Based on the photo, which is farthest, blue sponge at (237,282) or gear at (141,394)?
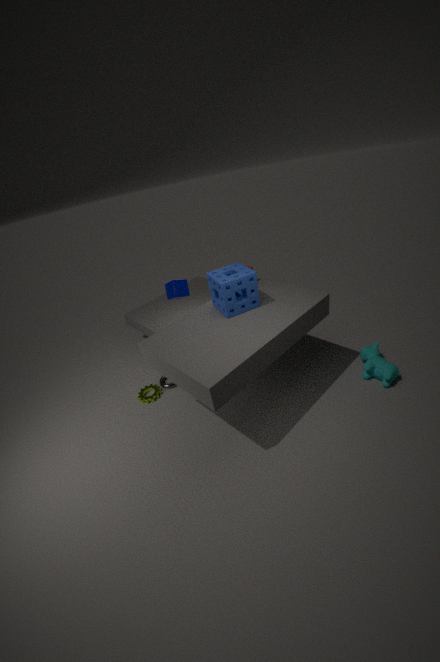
gear at (141,394)
